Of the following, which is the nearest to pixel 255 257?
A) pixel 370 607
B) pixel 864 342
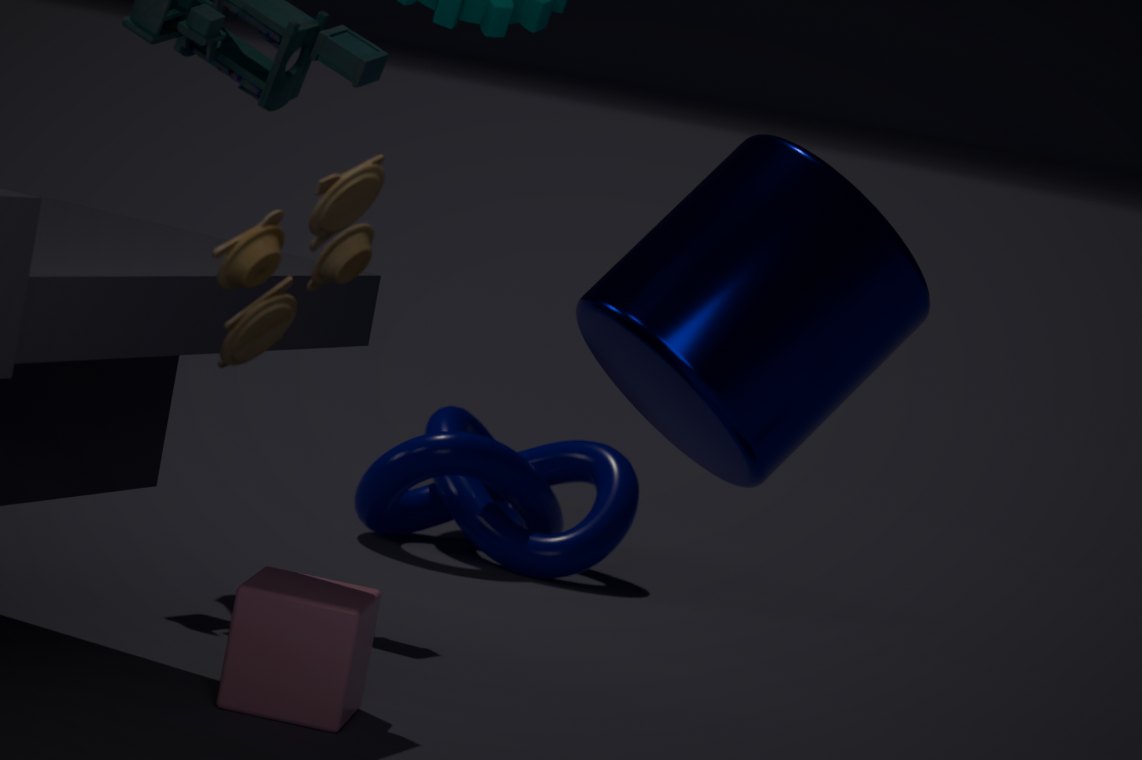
pixel 864 342
